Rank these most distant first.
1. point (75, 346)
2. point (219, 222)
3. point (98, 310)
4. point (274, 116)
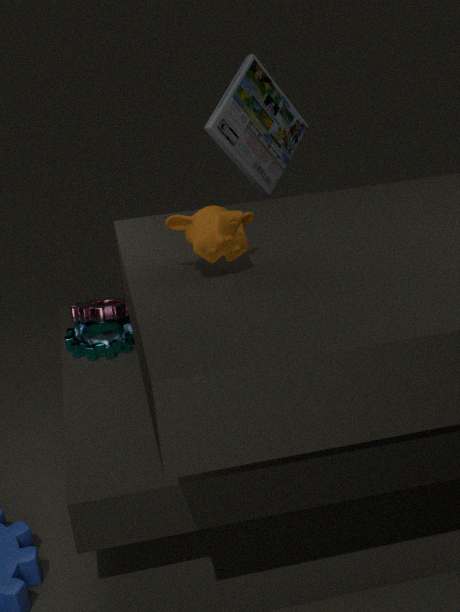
point (274, 116), point (98, 310), point (75, 346), point (219, 222)
